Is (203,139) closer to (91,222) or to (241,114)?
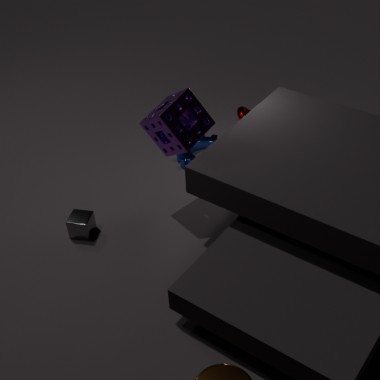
(241,114)
